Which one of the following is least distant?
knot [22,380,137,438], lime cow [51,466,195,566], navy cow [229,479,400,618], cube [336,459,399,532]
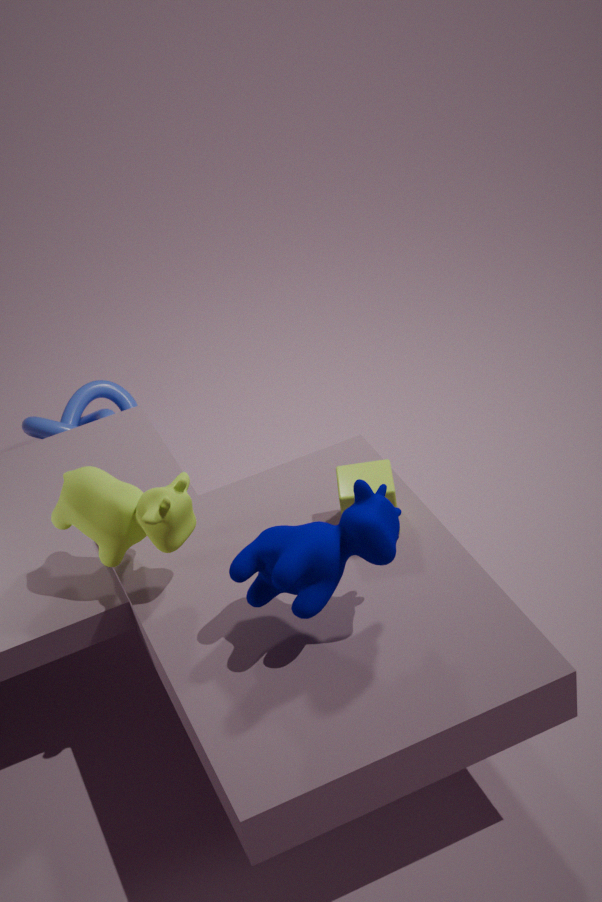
navy cow [229,479,400,618]
